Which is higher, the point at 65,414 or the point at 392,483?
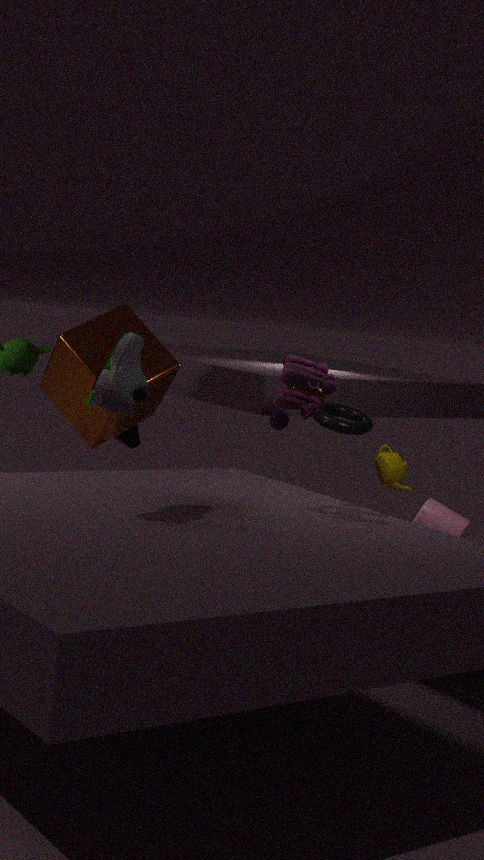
the point at 65,414
